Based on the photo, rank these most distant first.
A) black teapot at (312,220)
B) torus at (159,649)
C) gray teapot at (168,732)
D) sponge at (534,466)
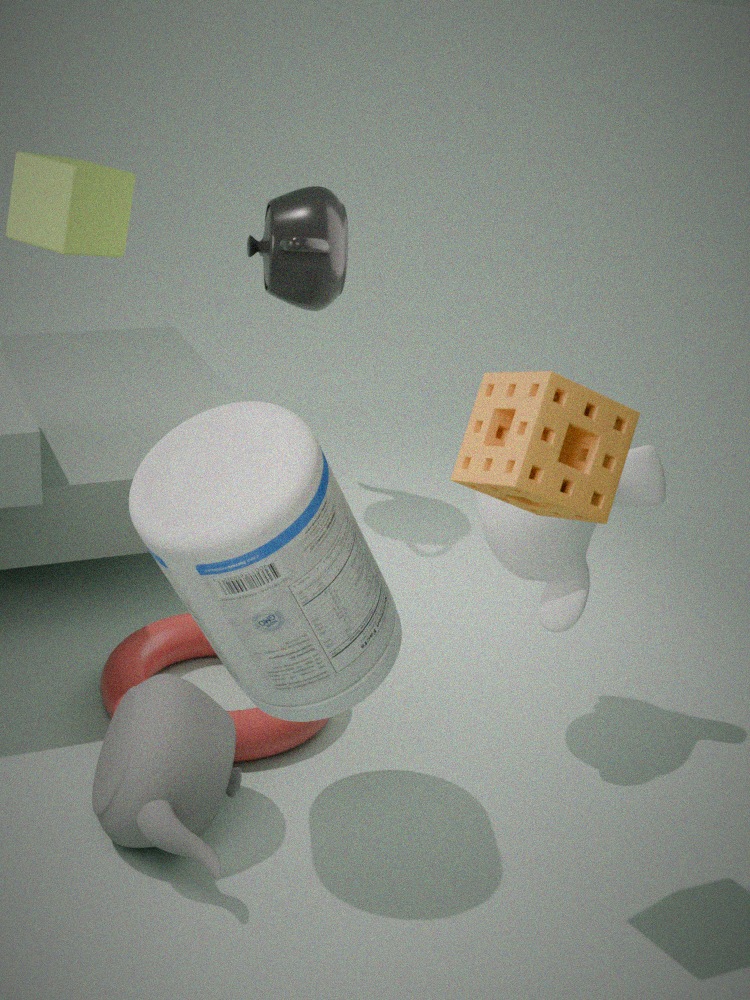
black teapot at (312,220)
torus at (159,649)
gray teapot at (168,732)
sponge at (534,466)
